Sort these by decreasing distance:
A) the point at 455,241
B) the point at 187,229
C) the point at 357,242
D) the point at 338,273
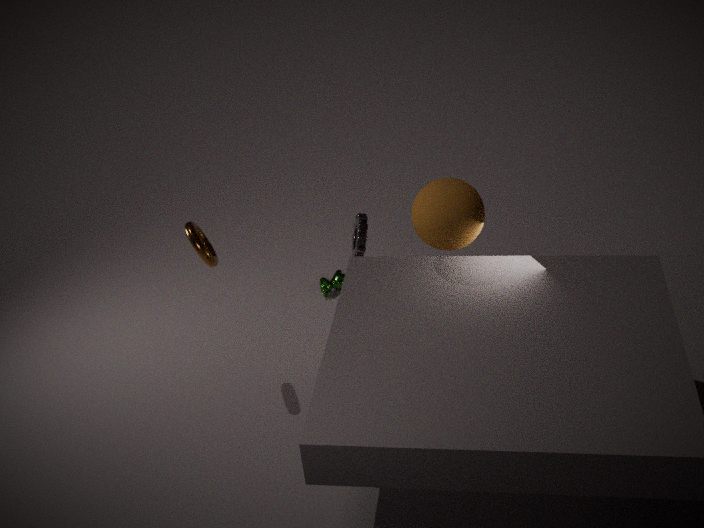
the point at 338,273
the point at 357,242
the point at 187,229
the point at 455,241
